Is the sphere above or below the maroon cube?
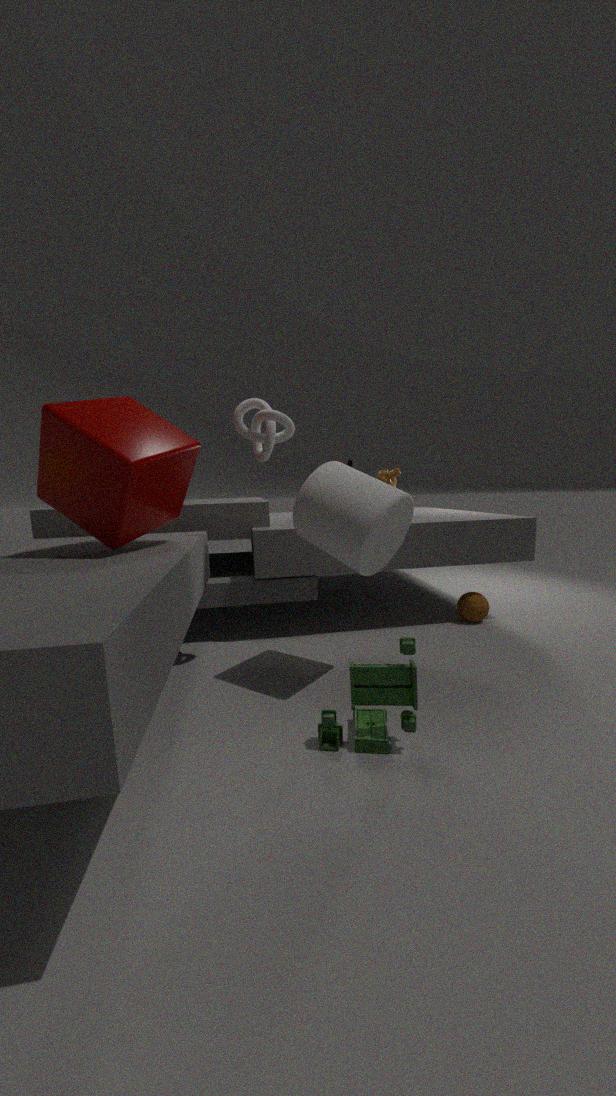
below
